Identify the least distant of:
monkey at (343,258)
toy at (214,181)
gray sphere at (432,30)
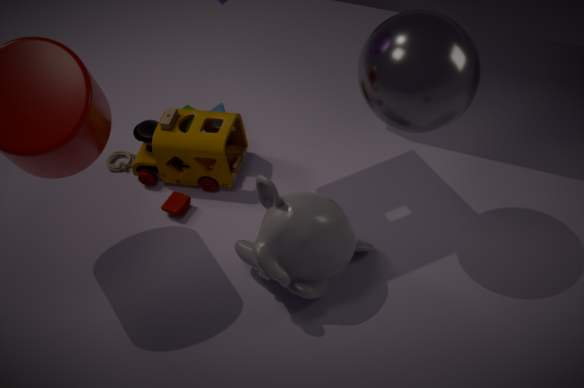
gray sphere at (432,30)
